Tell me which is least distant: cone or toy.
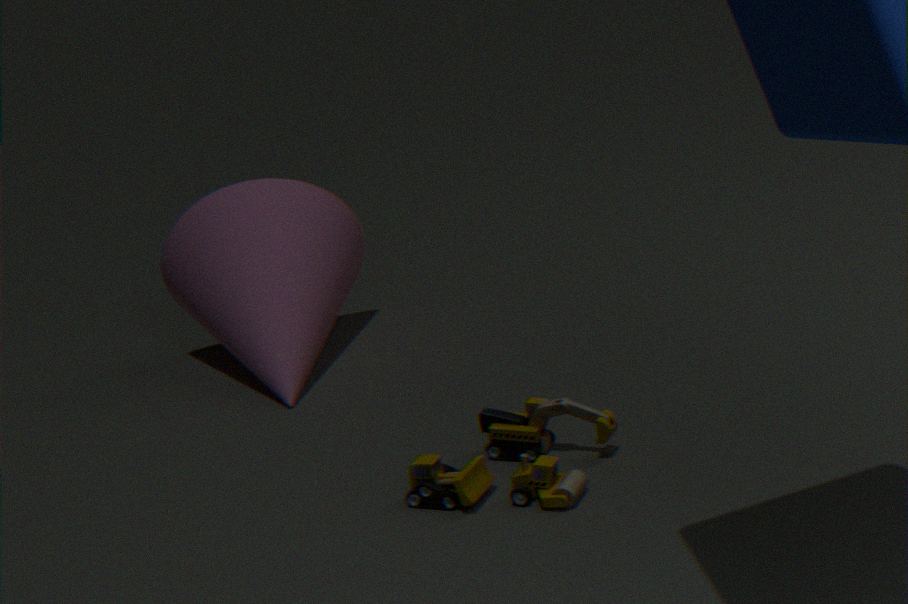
toy
